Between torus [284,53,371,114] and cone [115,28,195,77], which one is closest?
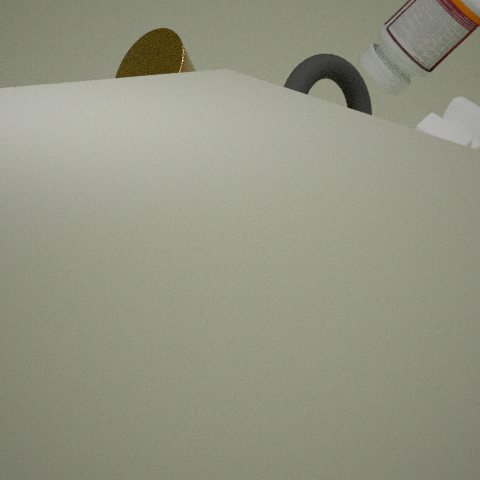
cone [115,28,195,77]
